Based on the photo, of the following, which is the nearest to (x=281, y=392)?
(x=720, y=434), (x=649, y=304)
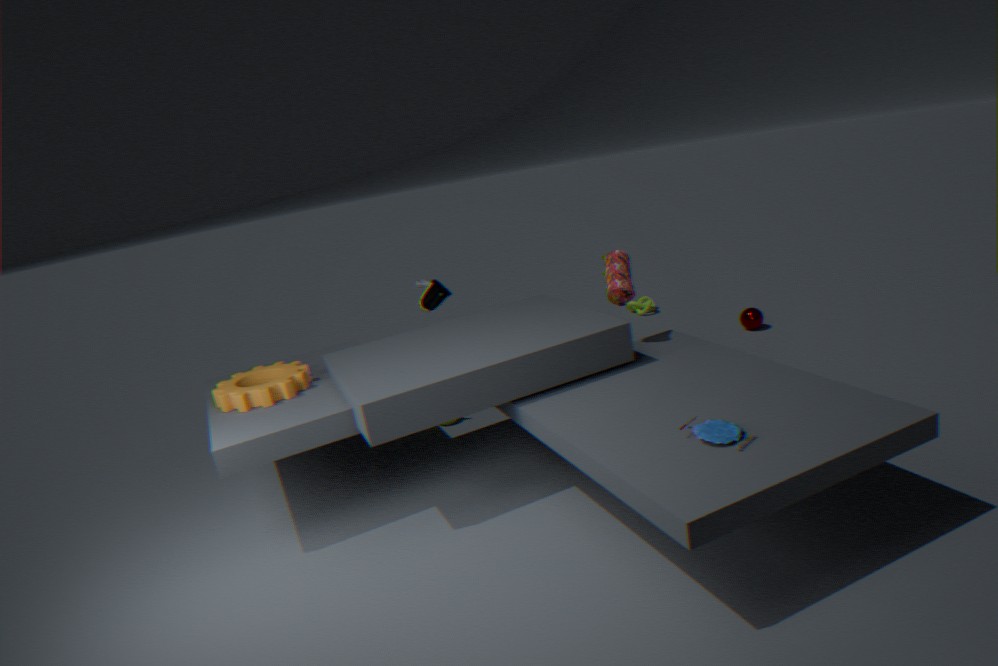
(x=720, y=434)
